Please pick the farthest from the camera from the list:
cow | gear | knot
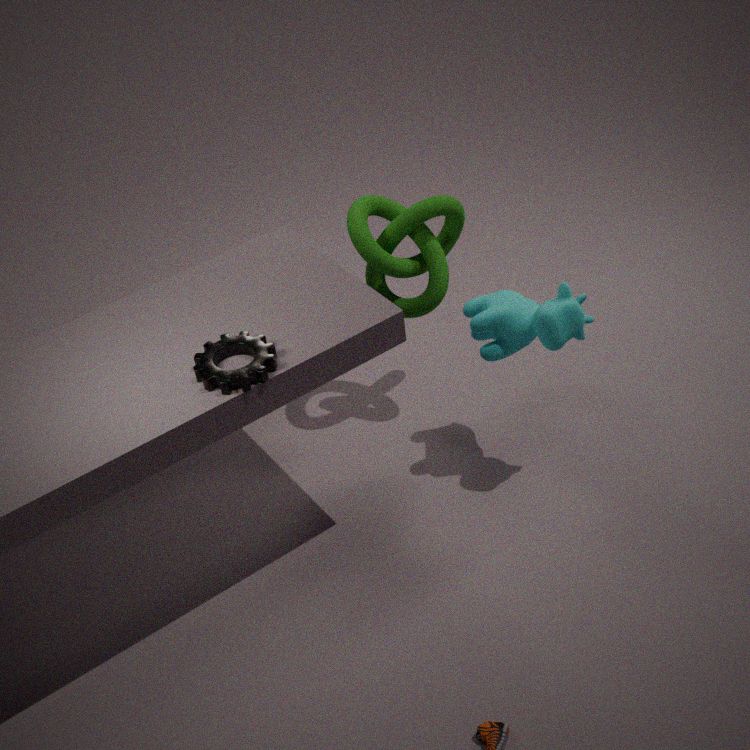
knot
